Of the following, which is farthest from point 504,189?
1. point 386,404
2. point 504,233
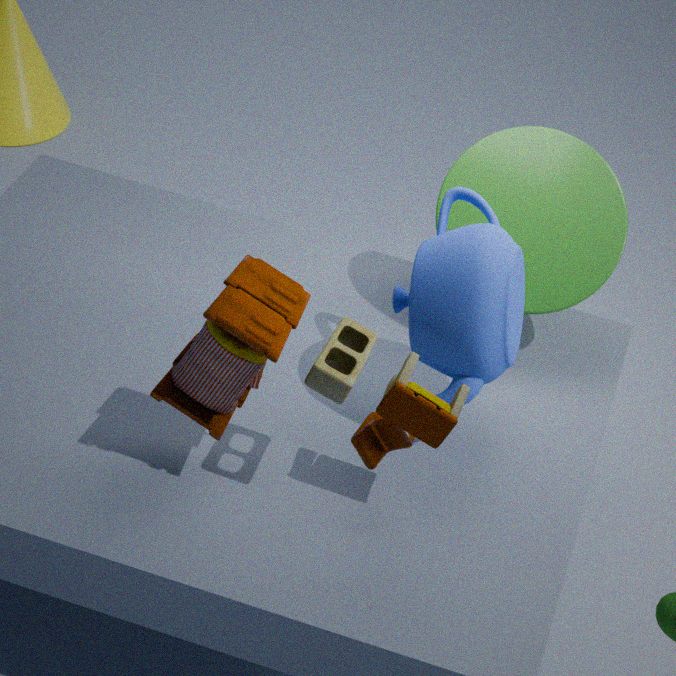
point 386,404
